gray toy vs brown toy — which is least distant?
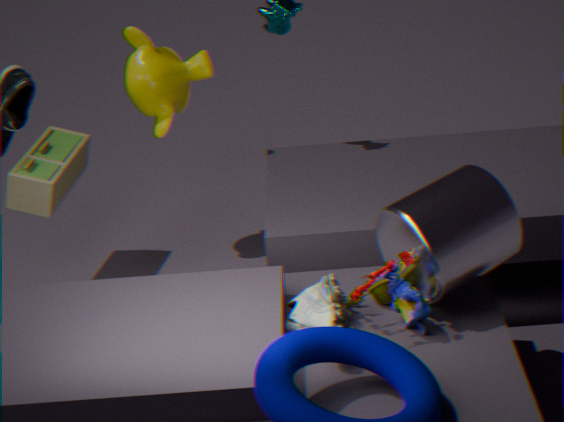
Answer: gray toy
